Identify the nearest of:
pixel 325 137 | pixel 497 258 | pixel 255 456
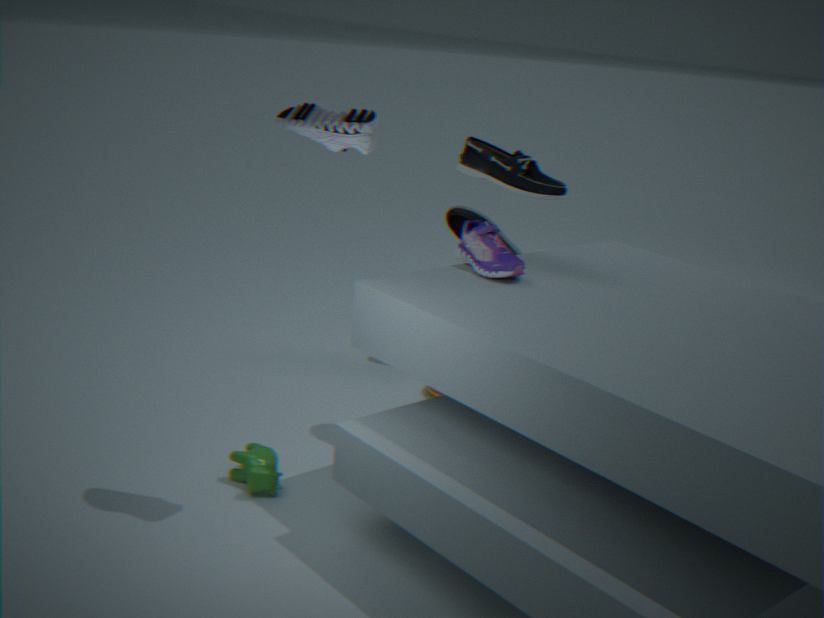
pixel 325 137
